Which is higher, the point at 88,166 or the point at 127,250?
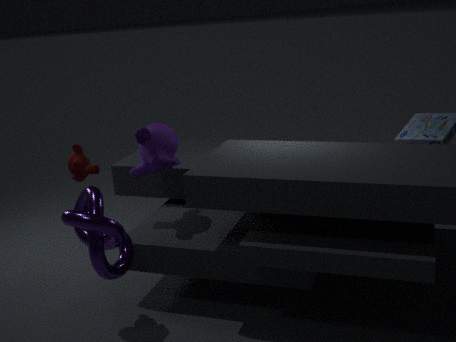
the point at 88,166
